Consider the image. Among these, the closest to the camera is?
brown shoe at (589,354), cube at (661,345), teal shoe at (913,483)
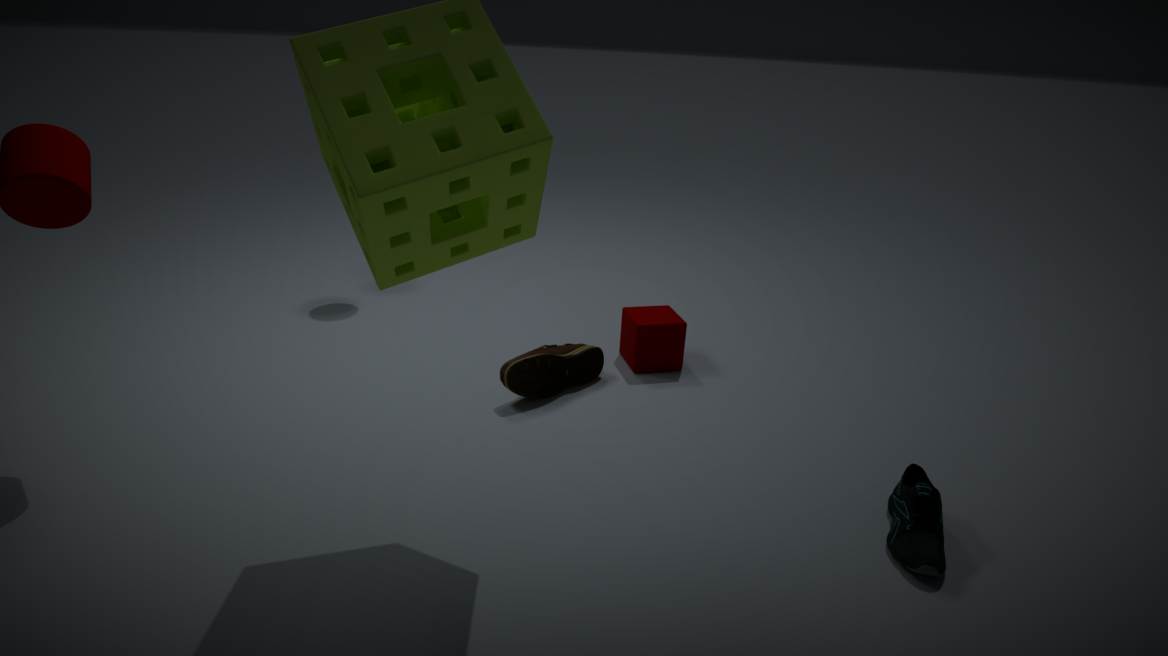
teal shoe at (913,483)
